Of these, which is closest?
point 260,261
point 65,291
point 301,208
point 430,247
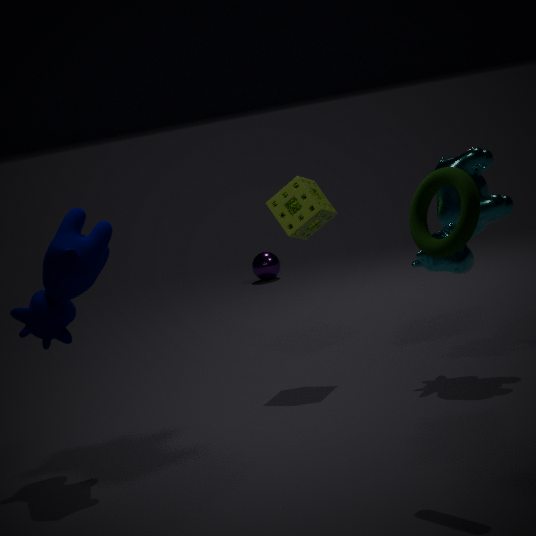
point 430,247
